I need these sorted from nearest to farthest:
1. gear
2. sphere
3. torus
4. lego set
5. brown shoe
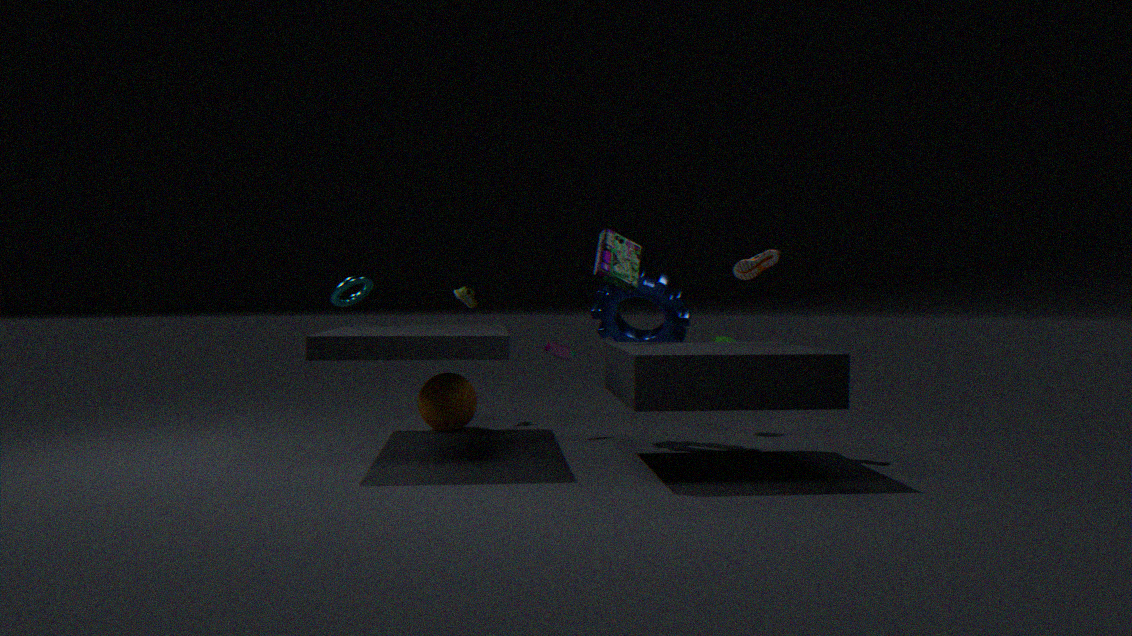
brown shoe
lego set
gear
torus
sphere
